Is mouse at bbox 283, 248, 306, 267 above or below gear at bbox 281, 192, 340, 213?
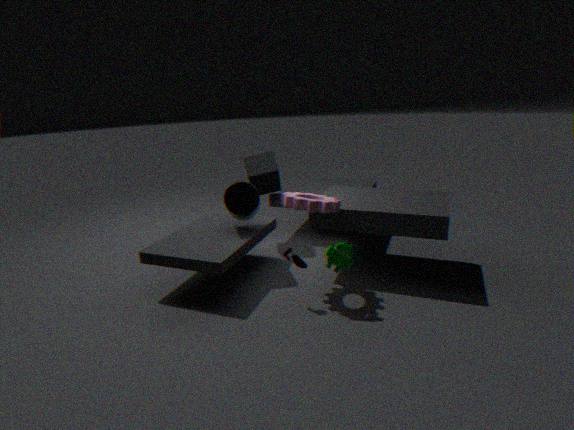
below
